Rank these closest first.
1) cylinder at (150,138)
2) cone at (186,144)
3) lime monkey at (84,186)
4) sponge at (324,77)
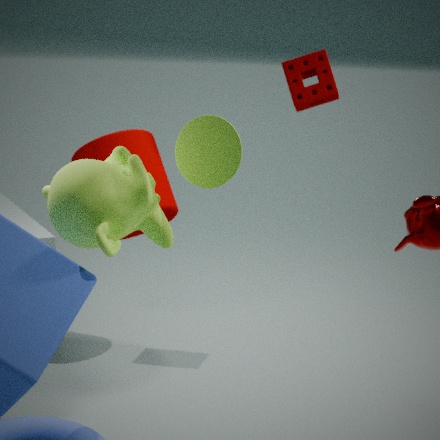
3. lime monkey at (84,186), 2. cone at (186,144), 4. sponge at (324,77), 1. cylinder at (150,138)
